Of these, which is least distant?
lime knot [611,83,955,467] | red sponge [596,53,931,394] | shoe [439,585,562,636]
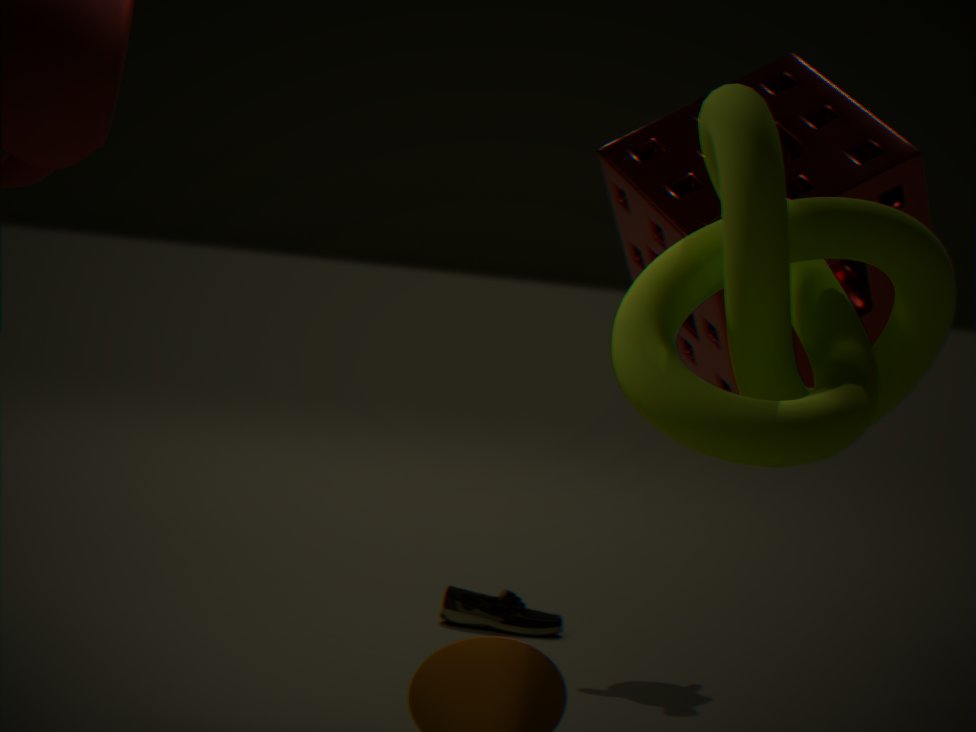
lime knot [611,83,955,467]
